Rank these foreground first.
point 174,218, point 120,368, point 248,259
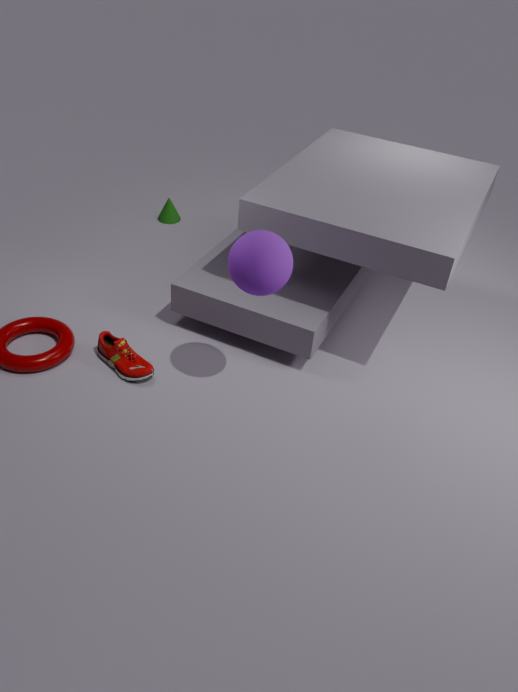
point 248,259 < point 120,368 < point 174,218
